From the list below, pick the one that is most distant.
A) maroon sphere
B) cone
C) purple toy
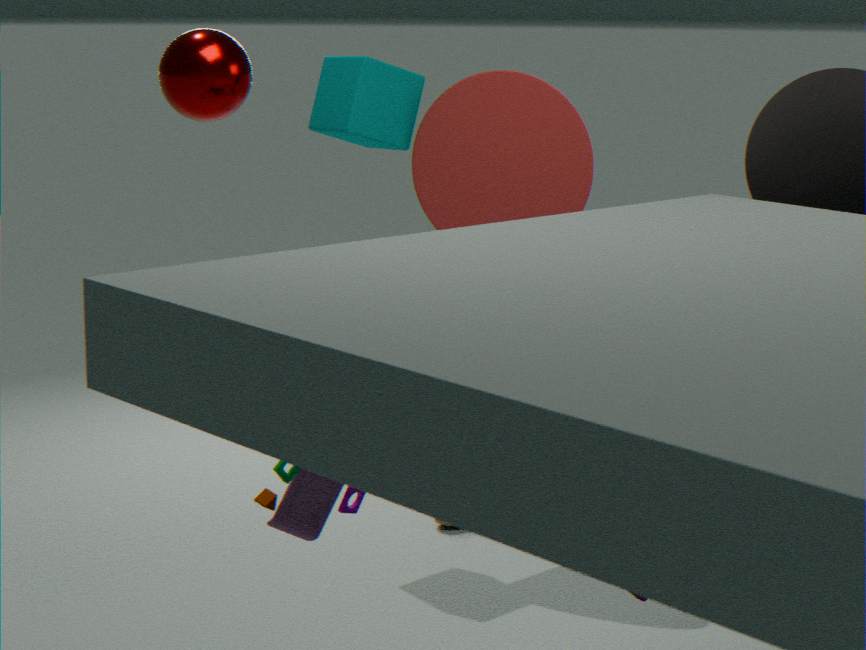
cone
